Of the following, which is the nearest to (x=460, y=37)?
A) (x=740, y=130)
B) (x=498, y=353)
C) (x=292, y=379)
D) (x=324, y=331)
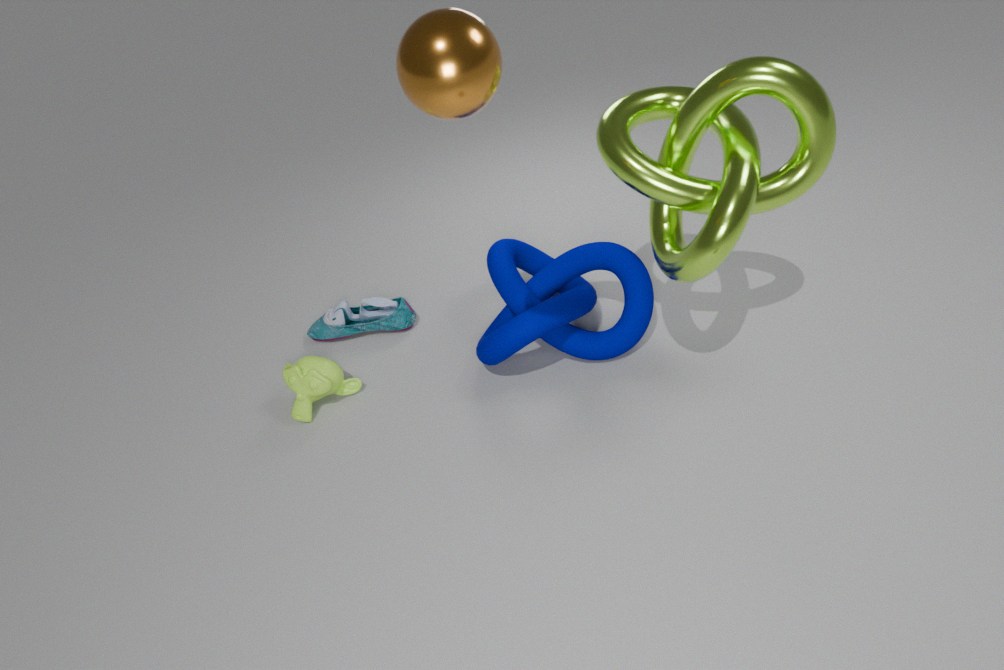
(x=740, y=130)
